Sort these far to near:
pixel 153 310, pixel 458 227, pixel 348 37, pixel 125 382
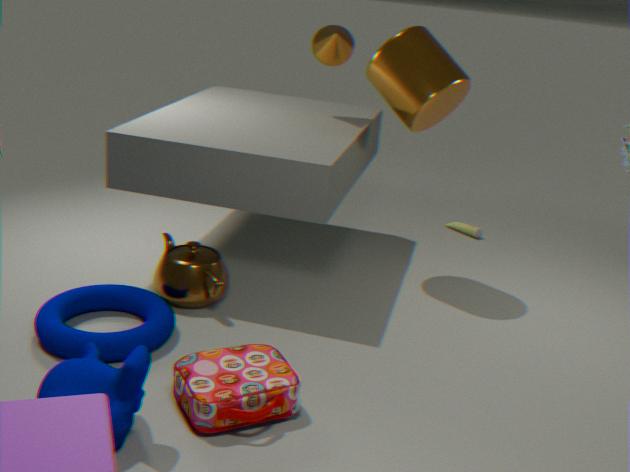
1. pixel 458 227
2. pixel 348 37
3. pixel 153 310
4. pixel 125 382
